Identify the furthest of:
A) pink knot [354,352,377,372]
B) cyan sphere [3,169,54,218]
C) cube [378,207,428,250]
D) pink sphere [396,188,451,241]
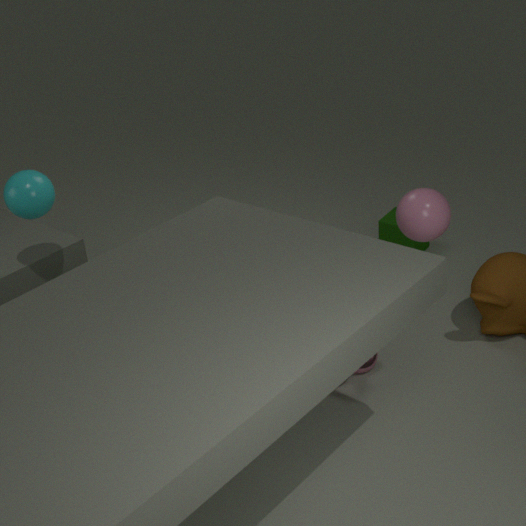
cube [378,207,428,250]
